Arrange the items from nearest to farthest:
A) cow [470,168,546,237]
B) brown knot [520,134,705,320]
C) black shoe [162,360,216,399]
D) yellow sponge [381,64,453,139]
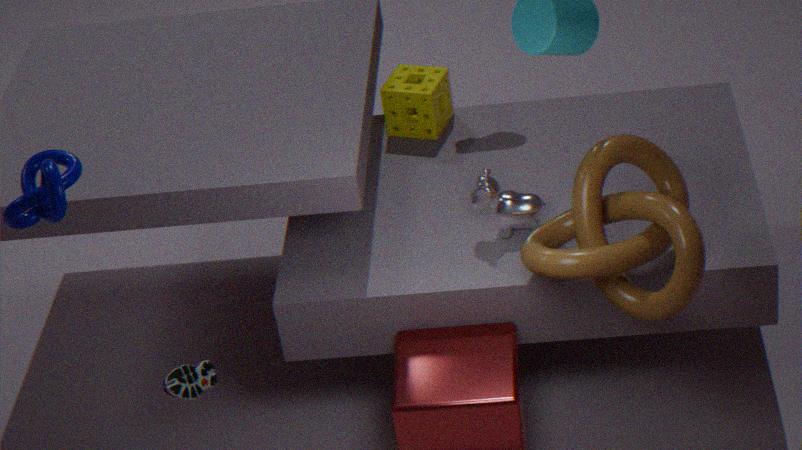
1. black shoe [162,360,216,399]
2. brown knot [520,134,705,320]
3. cow [470,168,546,237]
4. yellow sponge [381,64,453,139]
